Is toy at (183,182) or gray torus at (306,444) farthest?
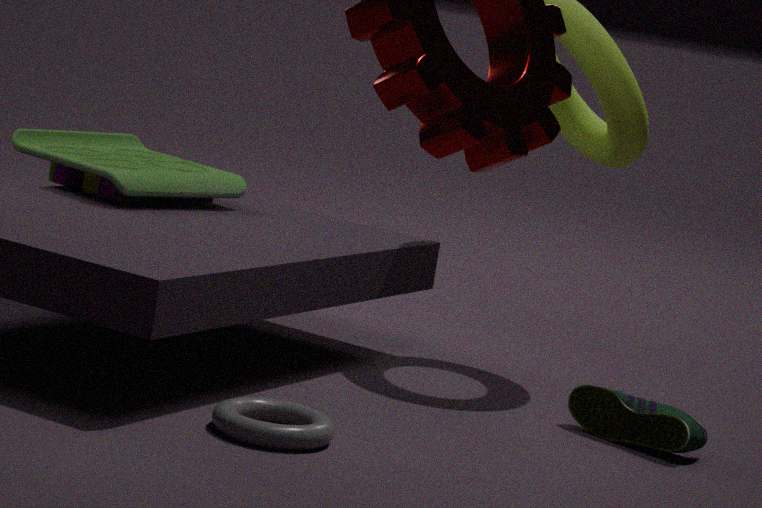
toy at (183,182)
